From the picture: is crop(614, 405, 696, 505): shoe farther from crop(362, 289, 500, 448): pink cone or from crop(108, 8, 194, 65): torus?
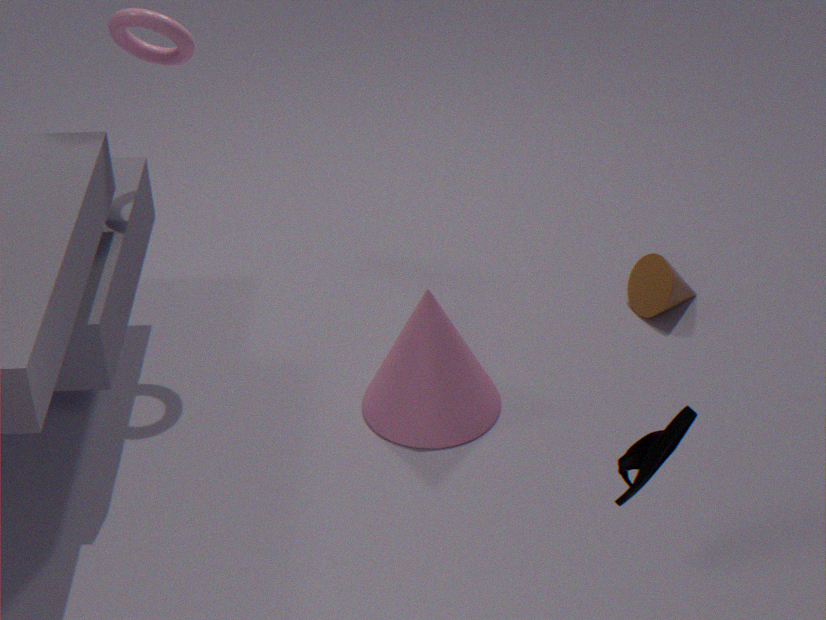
crop(108, 8, 194, 65): torus
